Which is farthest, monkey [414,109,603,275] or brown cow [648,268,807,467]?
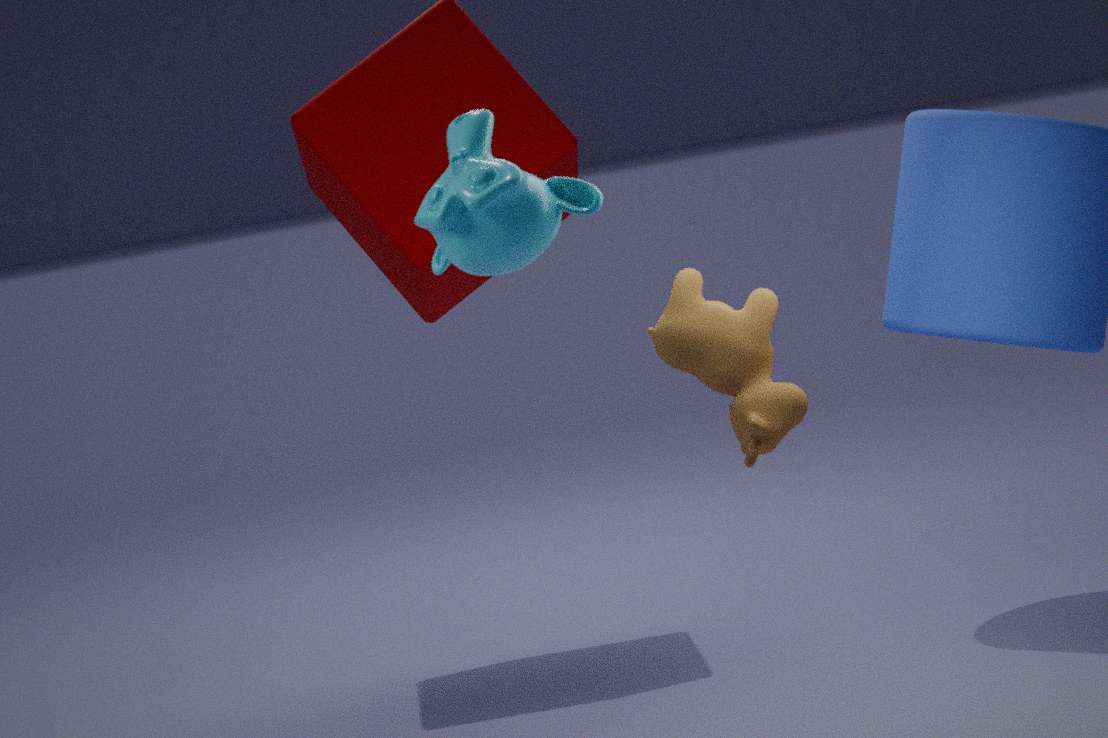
brown cow [648,268,807,467]
